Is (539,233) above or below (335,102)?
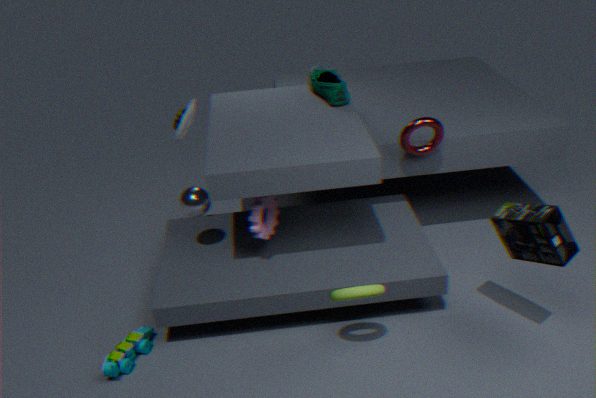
below
